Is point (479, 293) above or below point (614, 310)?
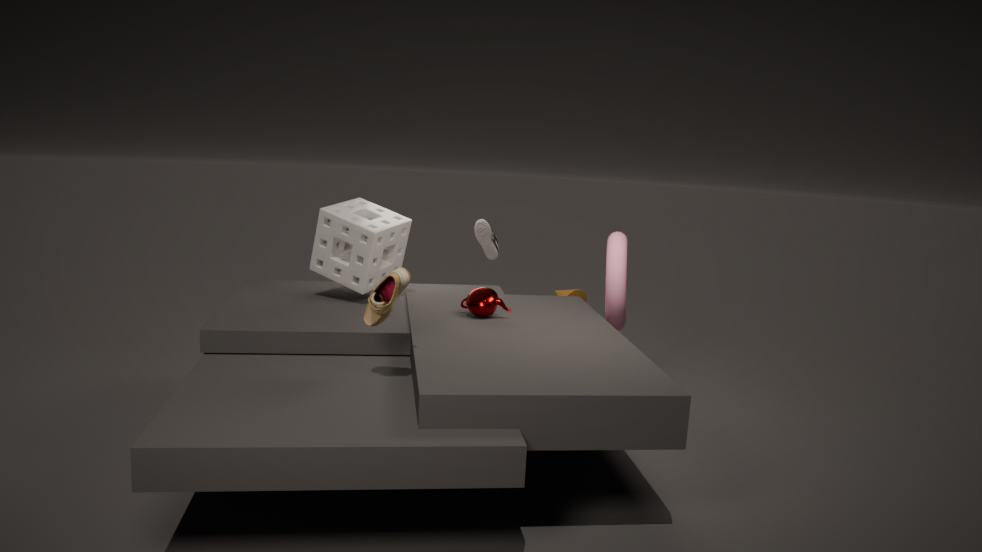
below
